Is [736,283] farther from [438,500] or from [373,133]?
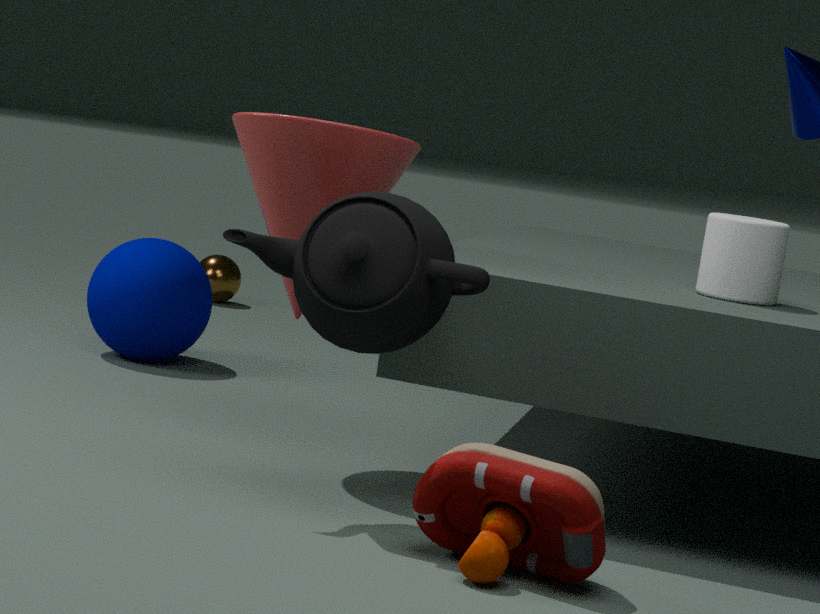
[373,133]
